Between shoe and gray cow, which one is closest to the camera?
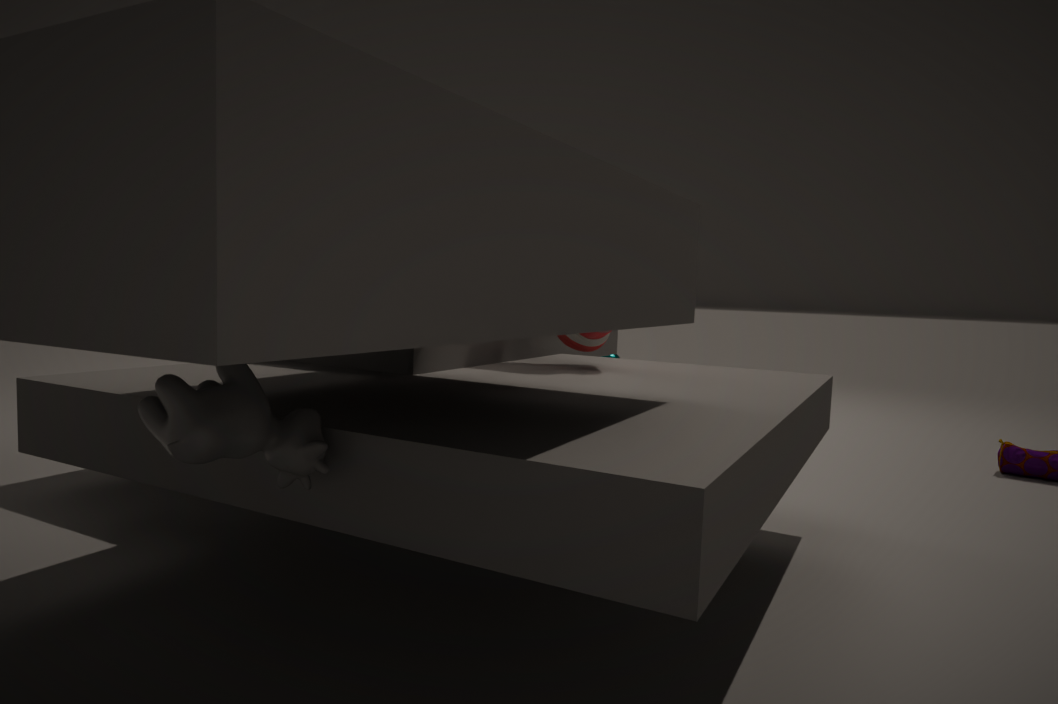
gray cow
